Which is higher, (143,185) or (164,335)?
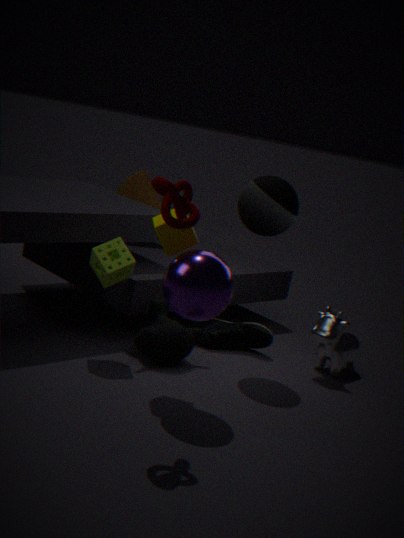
(143,185)
